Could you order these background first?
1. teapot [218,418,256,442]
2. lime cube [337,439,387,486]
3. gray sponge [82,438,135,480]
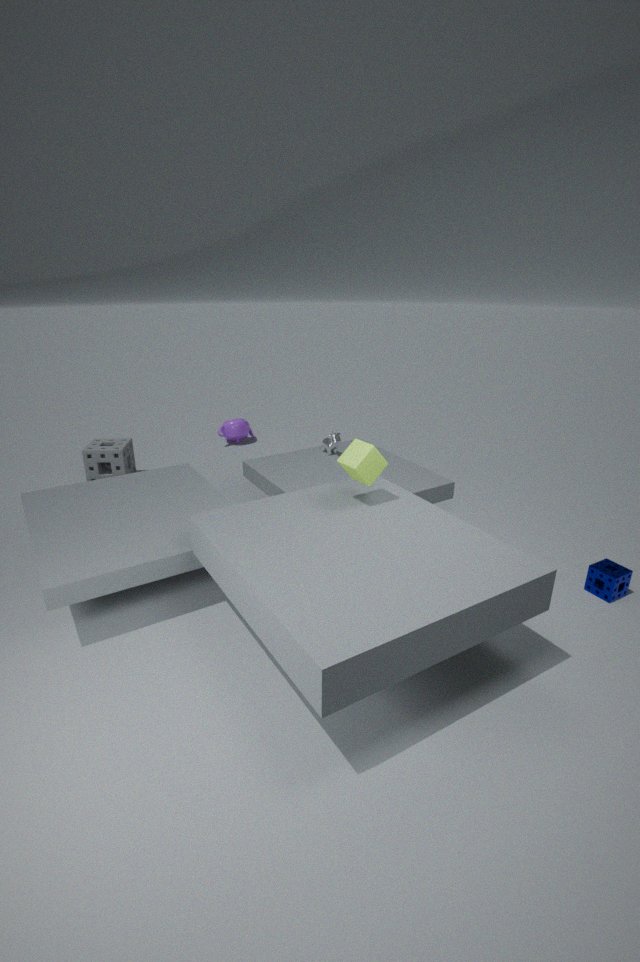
teapot [218,418,256,442]
gray sponge [82,438,135,480]
lime cube [337,439,387,486]
